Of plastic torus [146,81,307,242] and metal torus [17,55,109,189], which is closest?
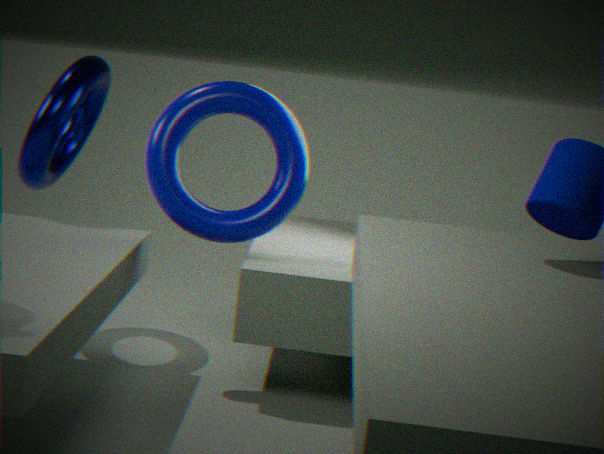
plastic torus [146,81,307,242]
